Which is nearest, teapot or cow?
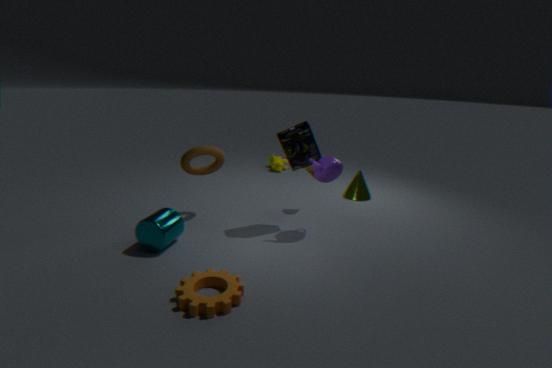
teapot
